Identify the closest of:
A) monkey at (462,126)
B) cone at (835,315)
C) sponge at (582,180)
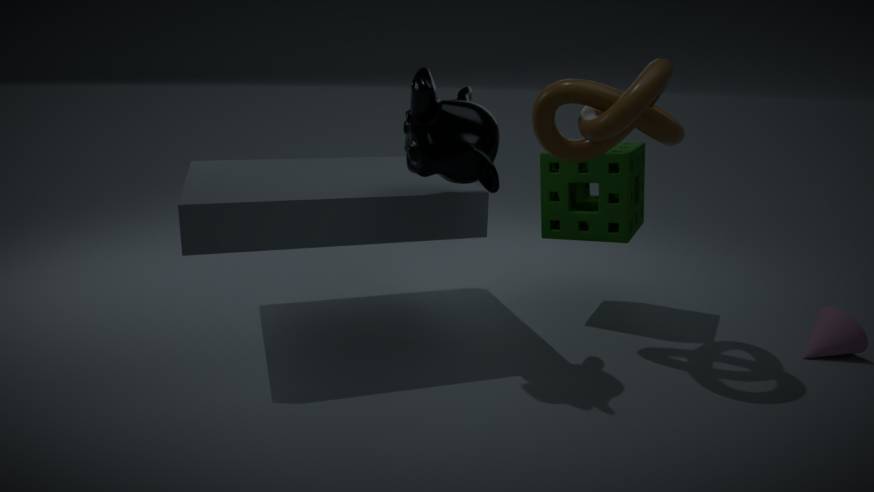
monkey at (462,126)
